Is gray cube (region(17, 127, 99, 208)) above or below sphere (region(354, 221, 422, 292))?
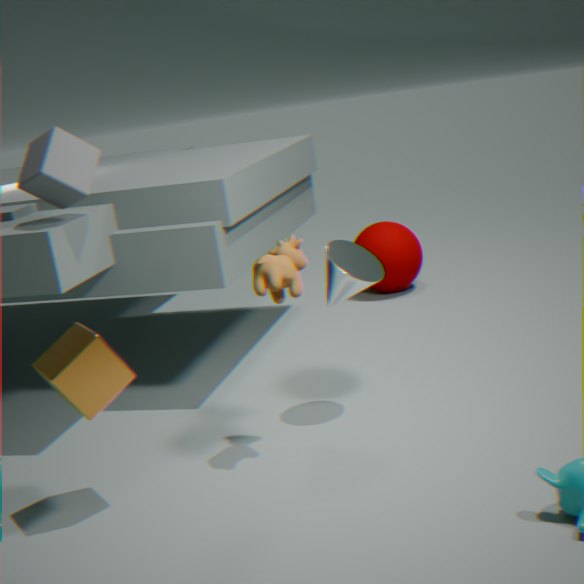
above
